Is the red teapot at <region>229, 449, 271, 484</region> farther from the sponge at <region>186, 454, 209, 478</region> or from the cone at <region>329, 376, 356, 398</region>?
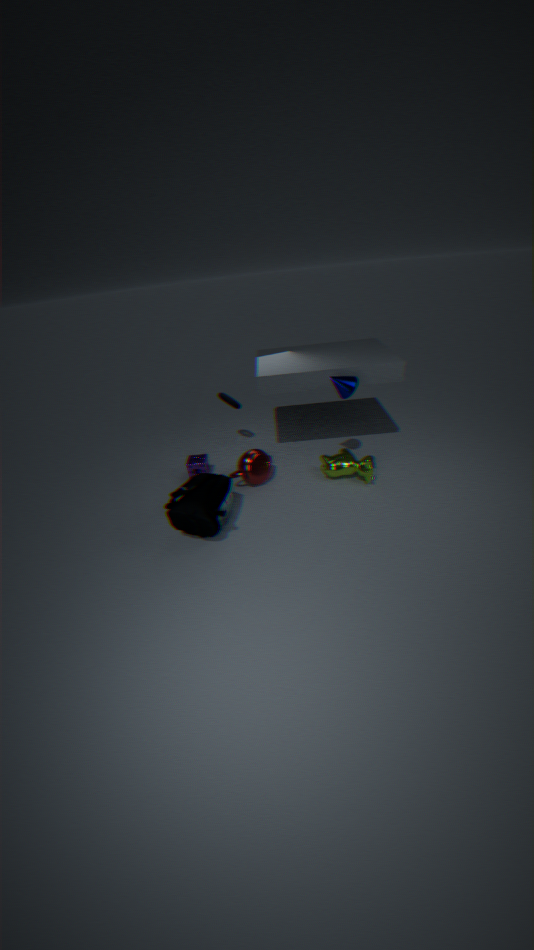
the cone at <region>329, 376, 356, 398</region>
